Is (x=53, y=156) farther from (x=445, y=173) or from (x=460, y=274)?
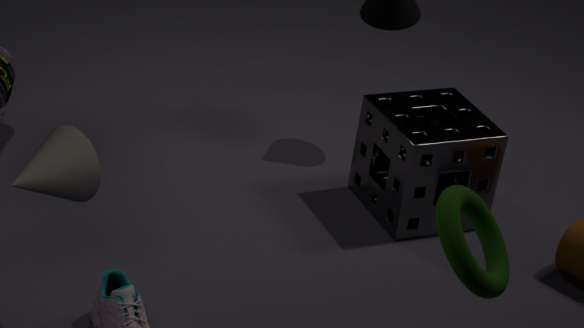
(x=445, y=173)
